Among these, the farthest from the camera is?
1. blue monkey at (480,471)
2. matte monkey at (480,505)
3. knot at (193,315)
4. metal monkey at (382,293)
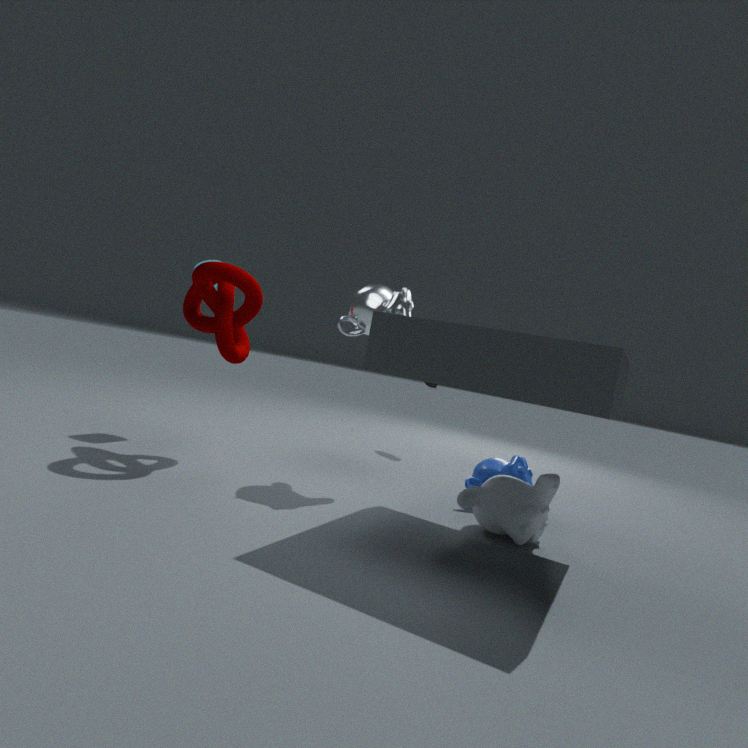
blue monkey at (480,471)
